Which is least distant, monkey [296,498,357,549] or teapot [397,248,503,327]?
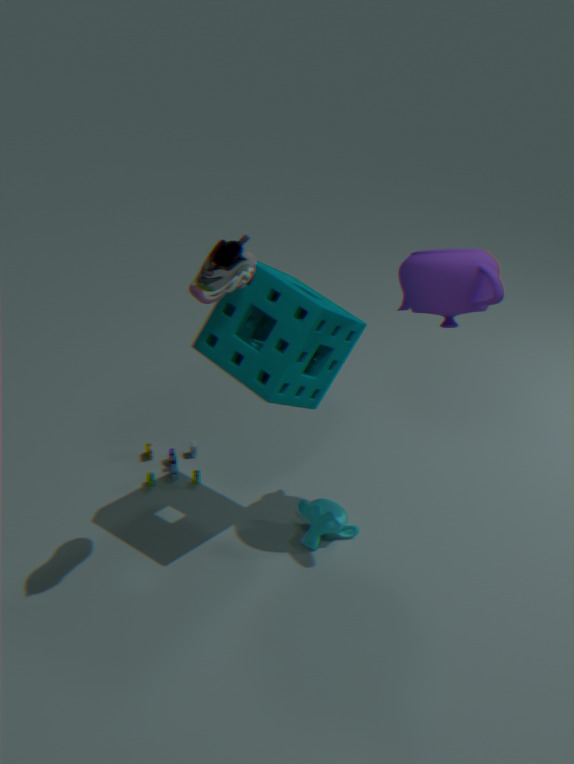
teapot [397,248,503,327]
